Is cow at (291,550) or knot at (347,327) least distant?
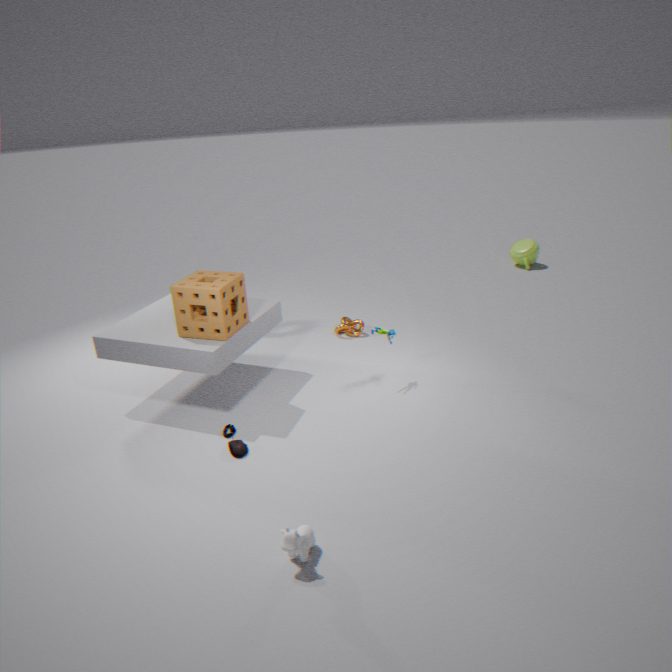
cow at (291,550)
